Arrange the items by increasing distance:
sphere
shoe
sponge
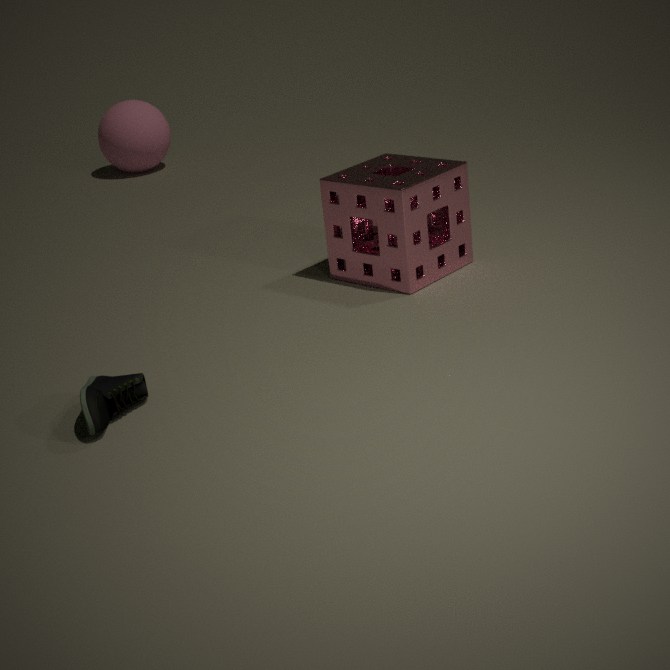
shoe → sponge → sphere
